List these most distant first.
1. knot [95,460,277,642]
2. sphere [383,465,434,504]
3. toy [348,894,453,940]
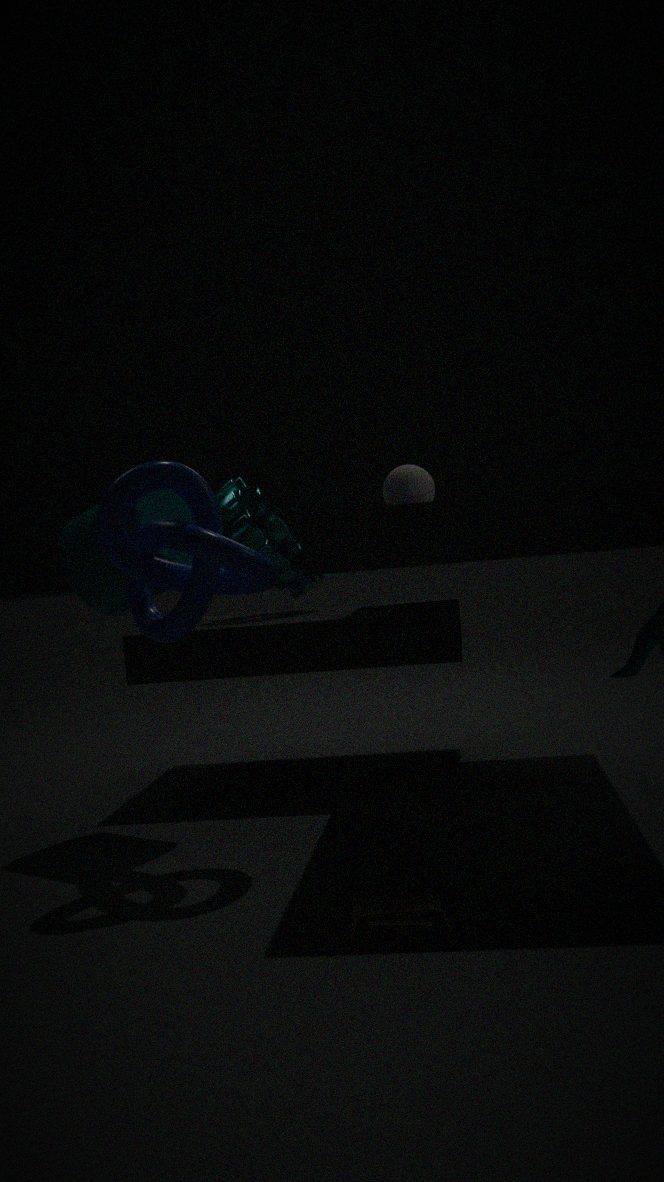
sphere [383,465,434,504]
knot [95,460,277,642]
toy [348,894,453,940]
